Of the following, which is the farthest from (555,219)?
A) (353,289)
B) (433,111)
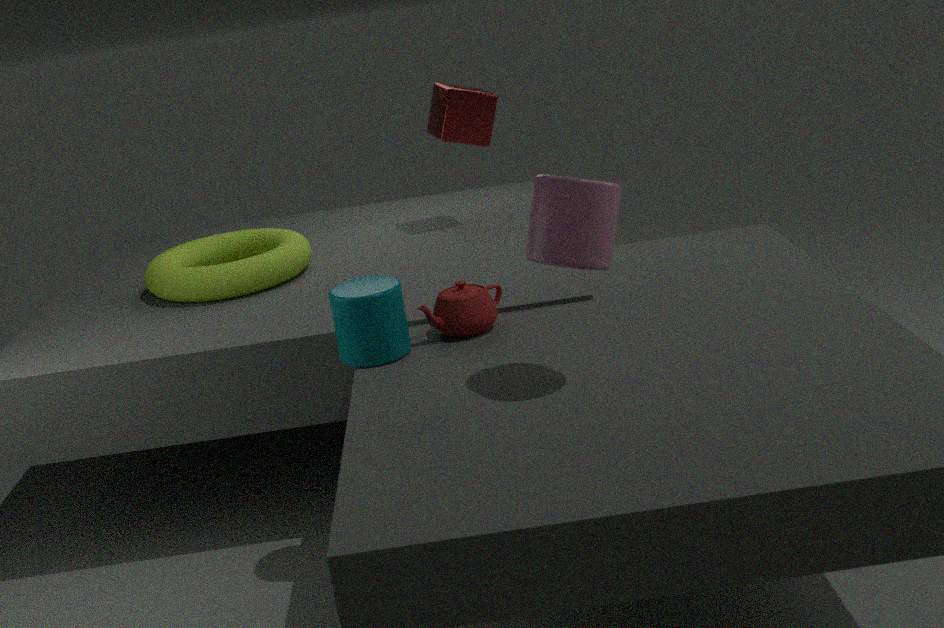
(433,111)
